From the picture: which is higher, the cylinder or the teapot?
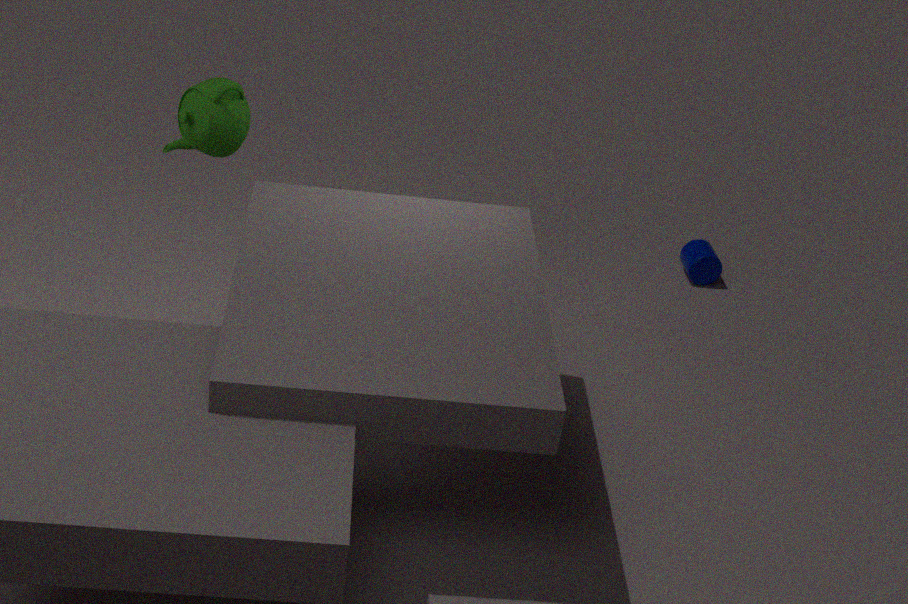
the teapot
